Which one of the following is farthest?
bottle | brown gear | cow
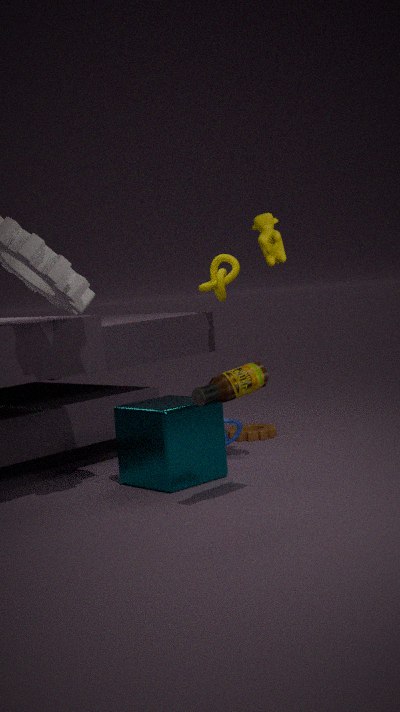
brown gear
